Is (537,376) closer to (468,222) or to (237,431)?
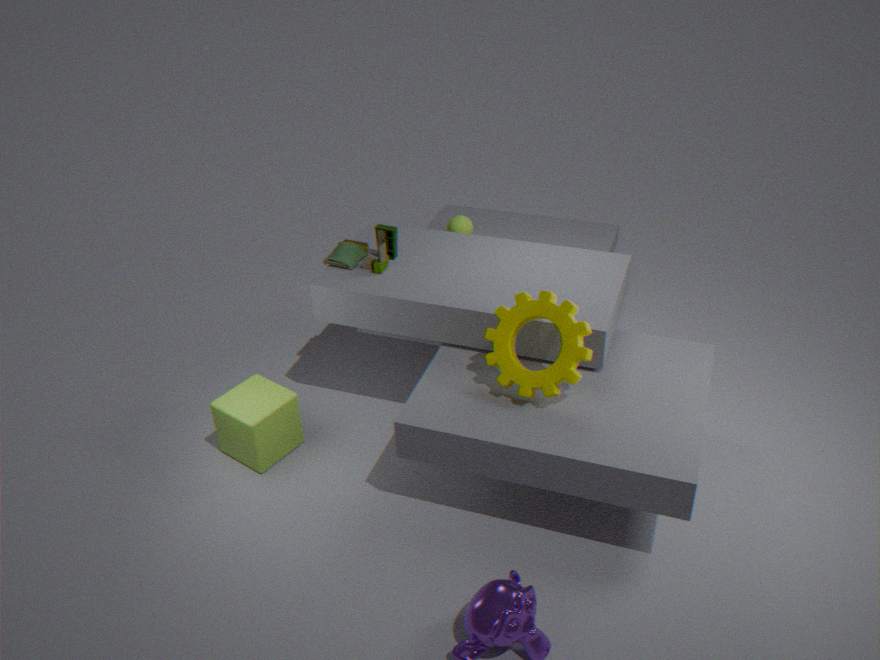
(237,431)
